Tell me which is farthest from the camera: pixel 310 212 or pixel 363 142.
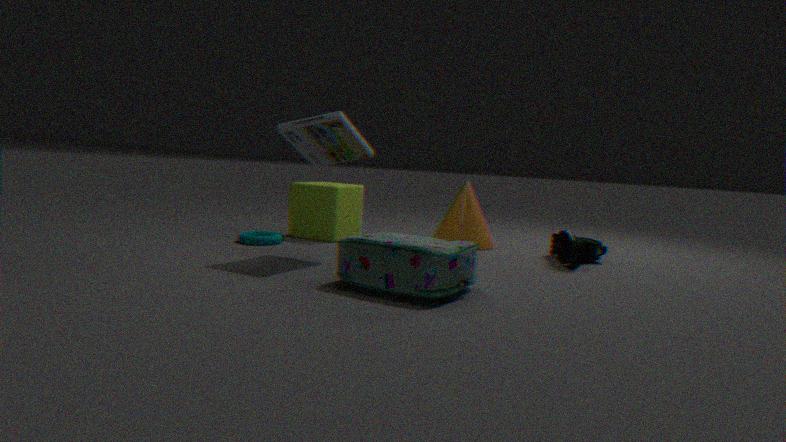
pixel 310 212
